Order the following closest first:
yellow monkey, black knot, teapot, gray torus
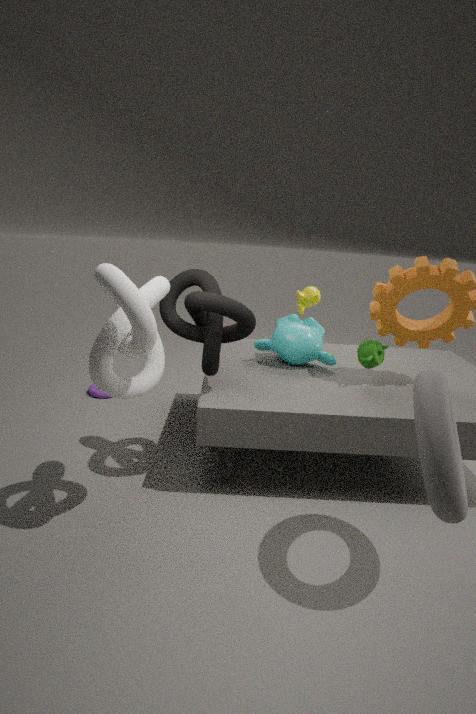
gray torus → black knot → teapot → yellow monkey
